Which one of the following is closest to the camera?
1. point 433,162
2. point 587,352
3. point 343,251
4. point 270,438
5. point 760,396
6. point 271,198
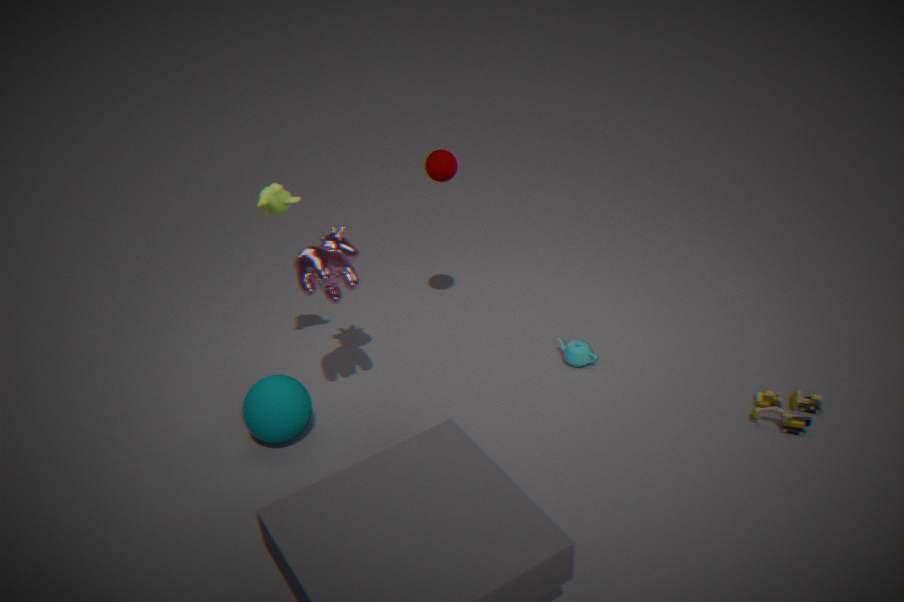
point 271,198
